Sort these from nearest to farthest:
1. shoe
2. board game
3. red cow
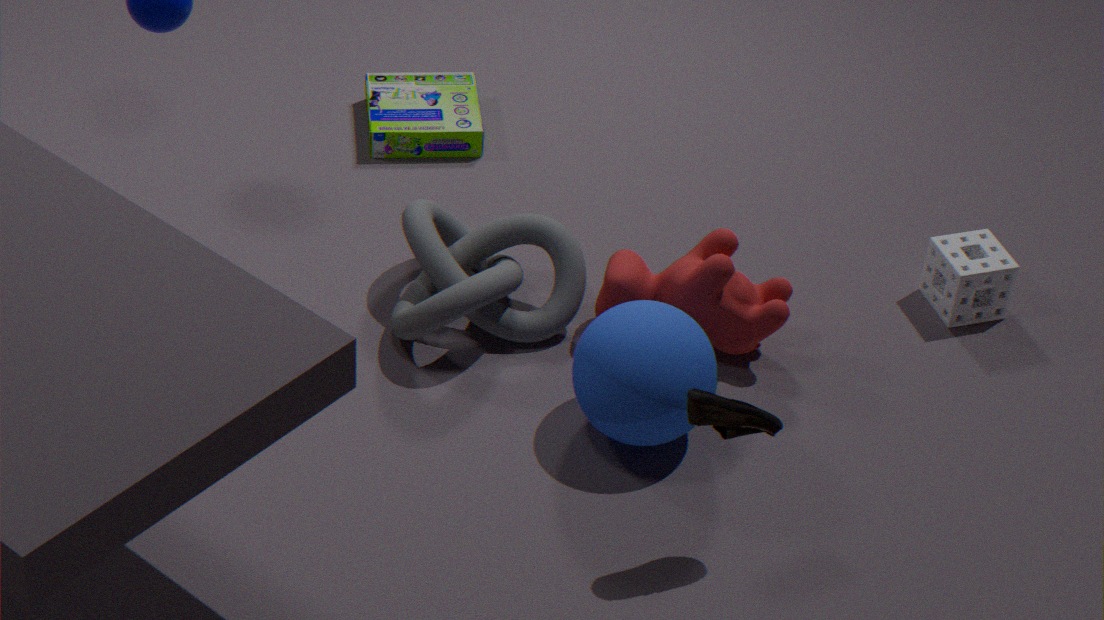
shoe < red cow < board game
